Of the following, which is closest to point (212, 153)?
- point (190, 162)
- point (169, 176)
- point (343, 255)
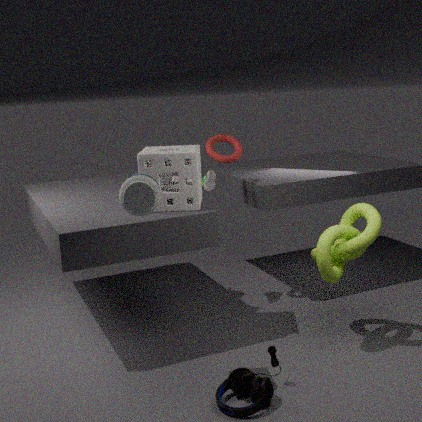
point (169, 176)
